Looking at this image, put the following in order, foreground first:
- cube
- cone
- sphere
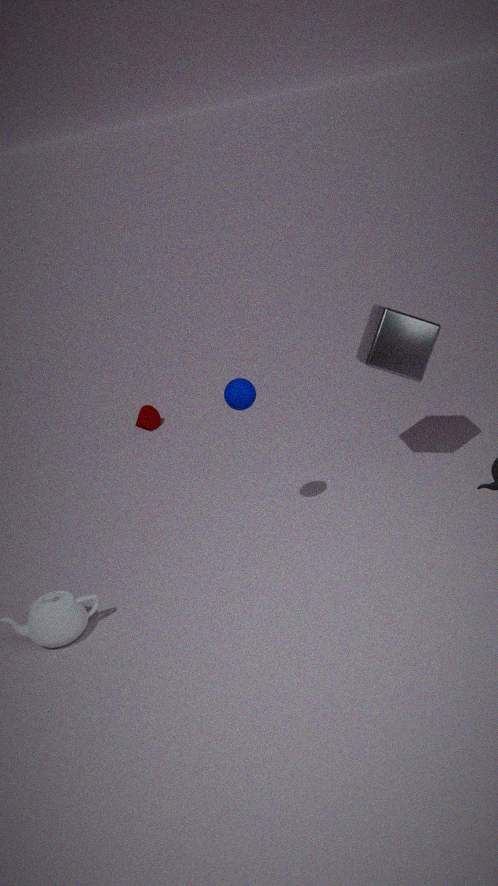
1. sphere
2. cube
3. cone
